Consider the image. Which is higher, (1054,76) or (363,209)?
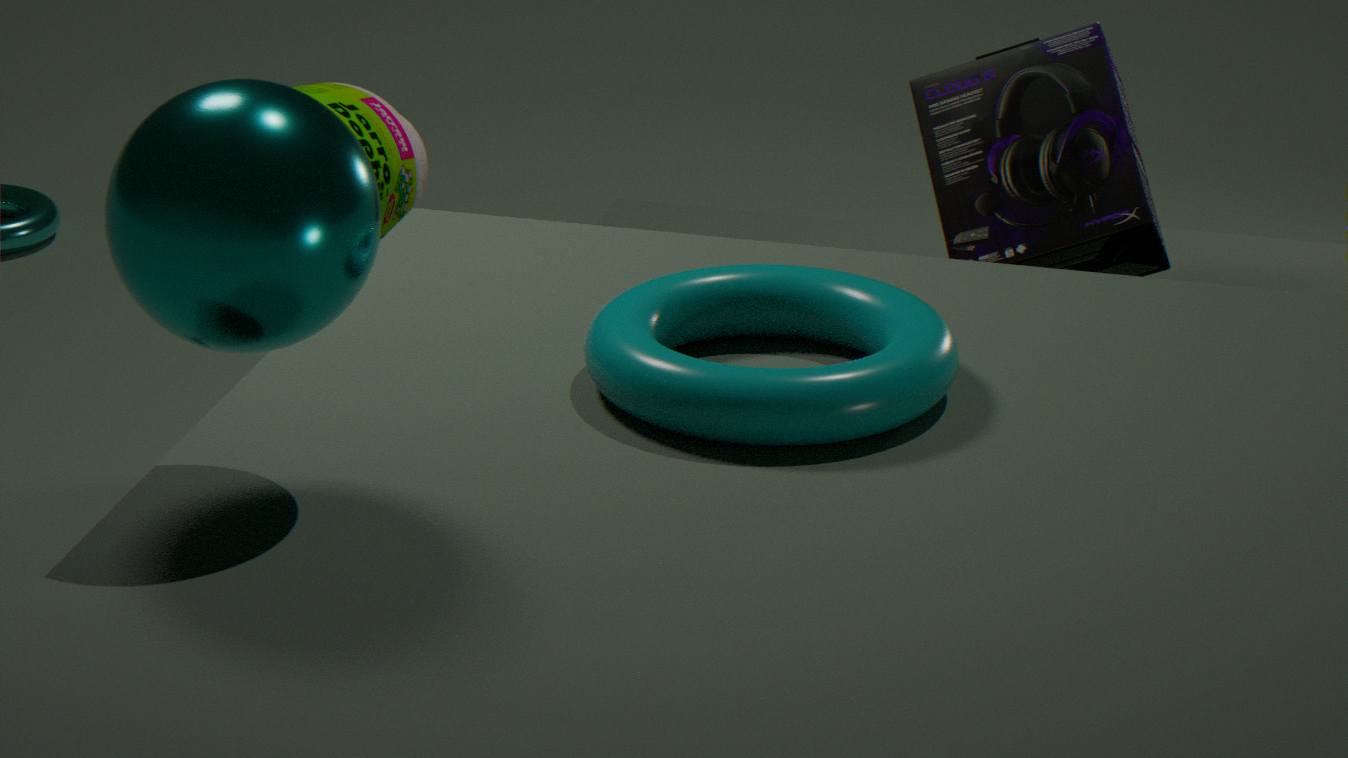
(363,209)
